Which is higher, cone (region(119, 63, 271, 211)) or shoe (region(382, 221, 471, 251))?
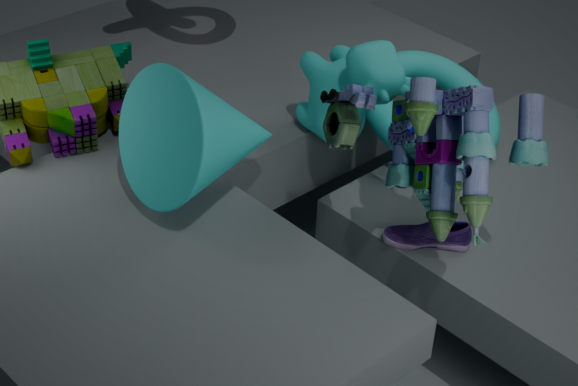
cone (region(119, 63, 271, 211))
